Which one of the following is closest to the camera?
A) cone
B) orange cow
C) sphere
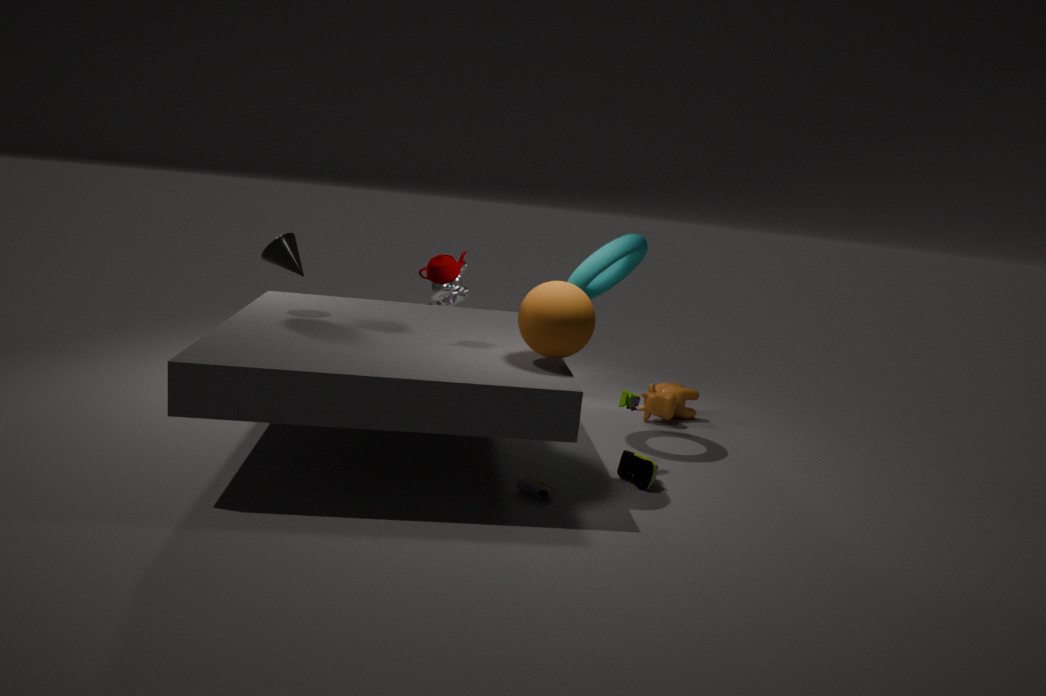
sphere
